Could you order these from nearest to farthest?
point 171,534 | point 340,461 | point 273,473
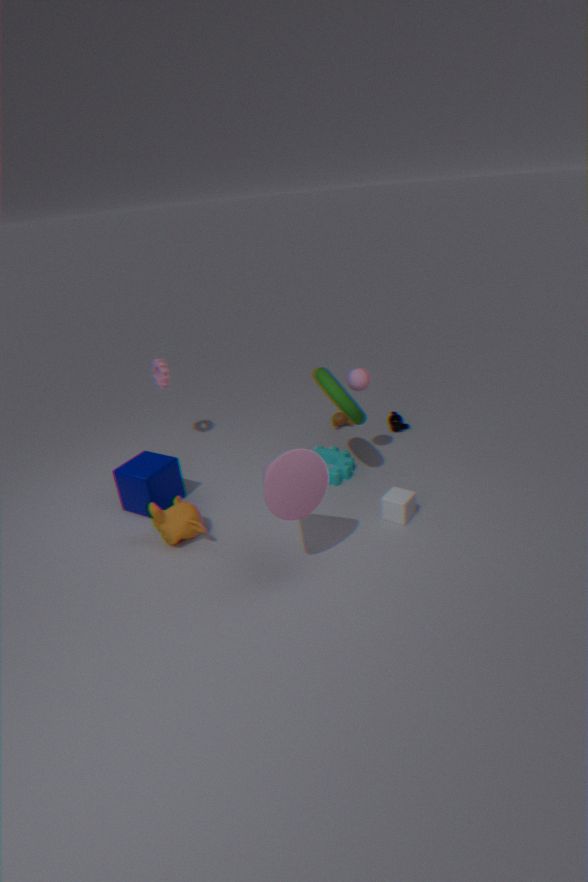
point 273,473
point 171,534
point 340,461
